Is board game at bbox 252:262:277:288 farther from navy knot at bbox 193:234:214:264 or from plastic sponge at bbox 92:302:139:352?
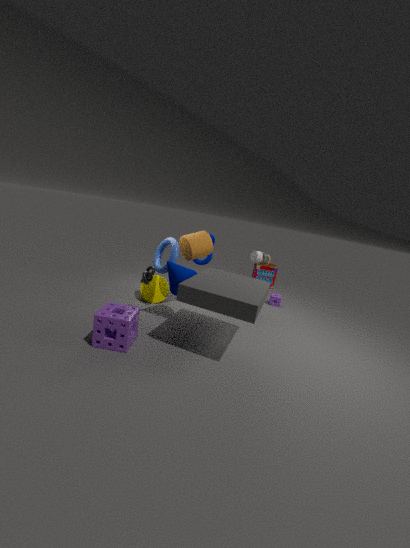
plastic sponge at bbox 92:302:139:352
